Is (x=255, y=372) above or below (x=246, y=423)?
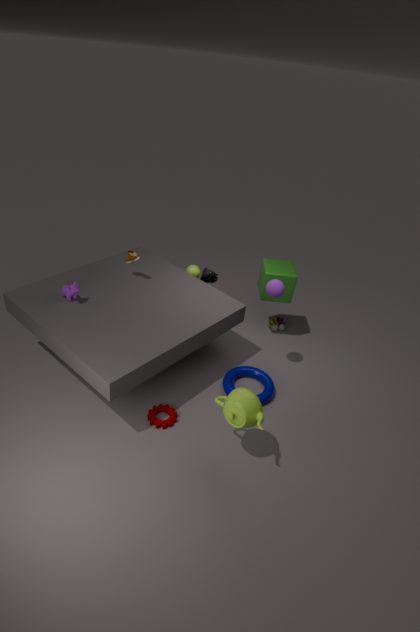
below
